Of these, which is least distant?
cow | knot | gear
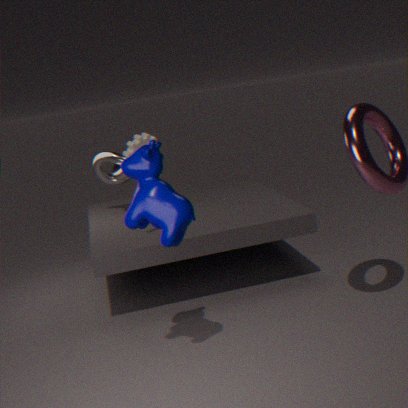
cow
